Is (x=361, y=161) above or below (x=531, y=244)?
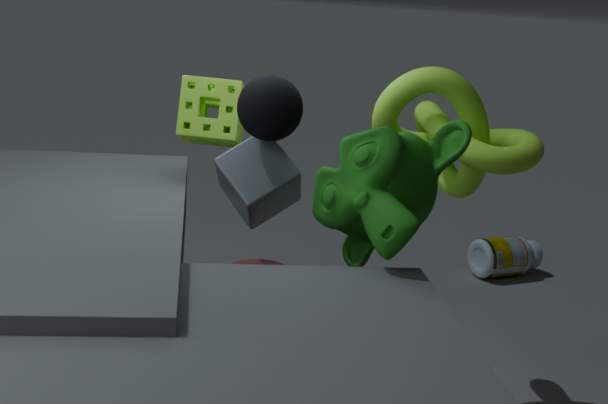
above
